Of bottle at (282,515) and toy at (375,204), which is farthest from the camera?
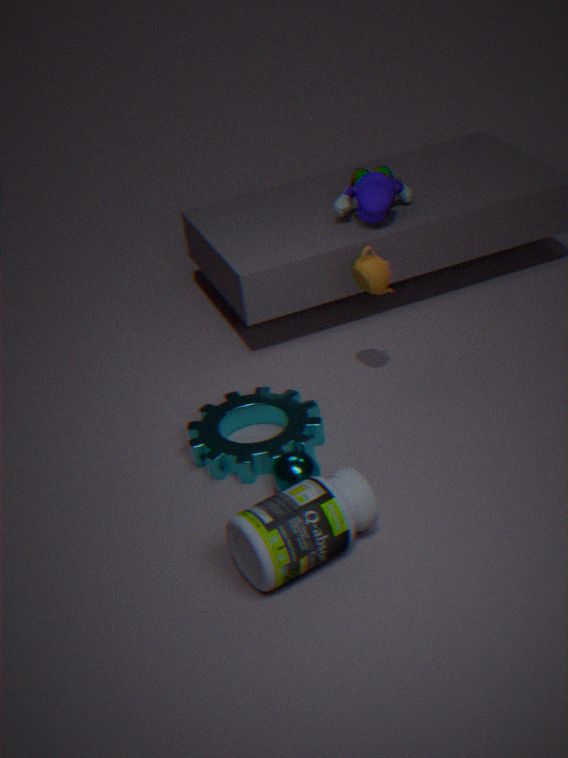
toy at (375,204)
